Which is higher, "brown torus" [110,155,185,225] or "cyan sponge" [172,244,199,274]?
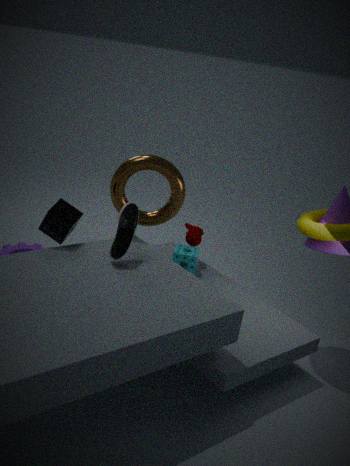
"brown torus" [110,155,185,225]
